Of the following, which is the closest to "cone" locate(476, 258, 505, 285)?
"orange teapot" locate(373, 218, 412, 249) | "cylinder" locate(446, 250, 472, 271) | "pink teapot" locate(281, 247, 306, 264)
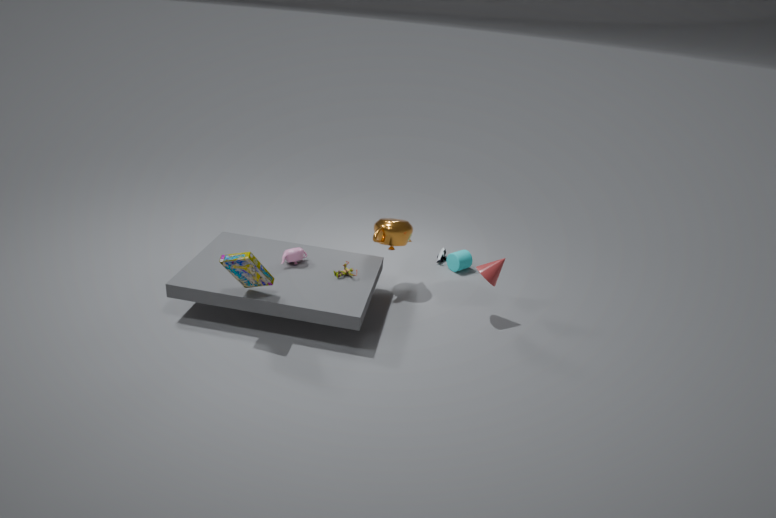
"orange teapot" locate(373, 218, 412, 249)
